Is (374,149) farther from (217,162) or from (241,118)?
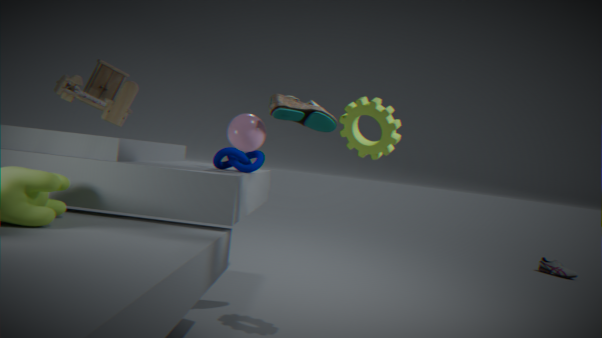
(217,162)
